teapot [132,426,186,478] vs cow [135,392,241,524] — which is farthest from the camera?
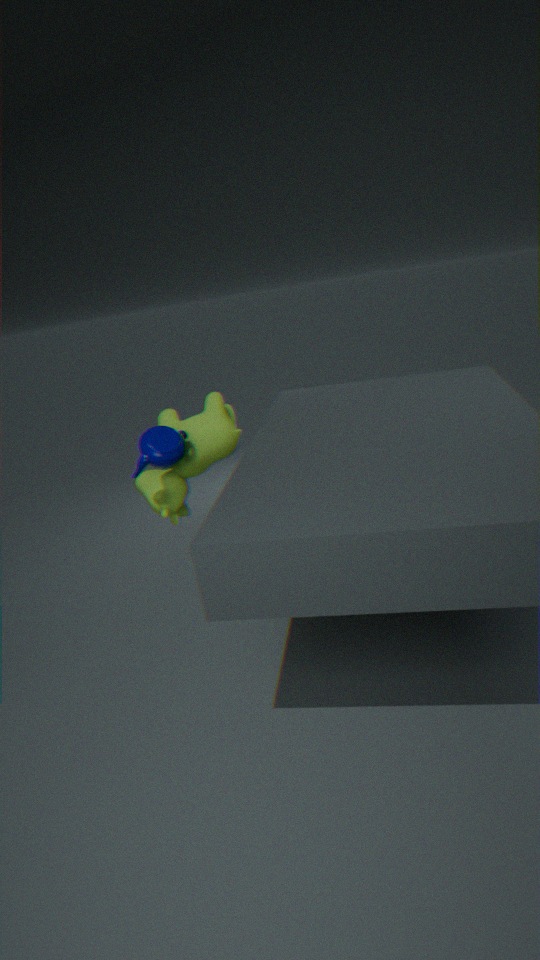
cow [135,392,241,524]
